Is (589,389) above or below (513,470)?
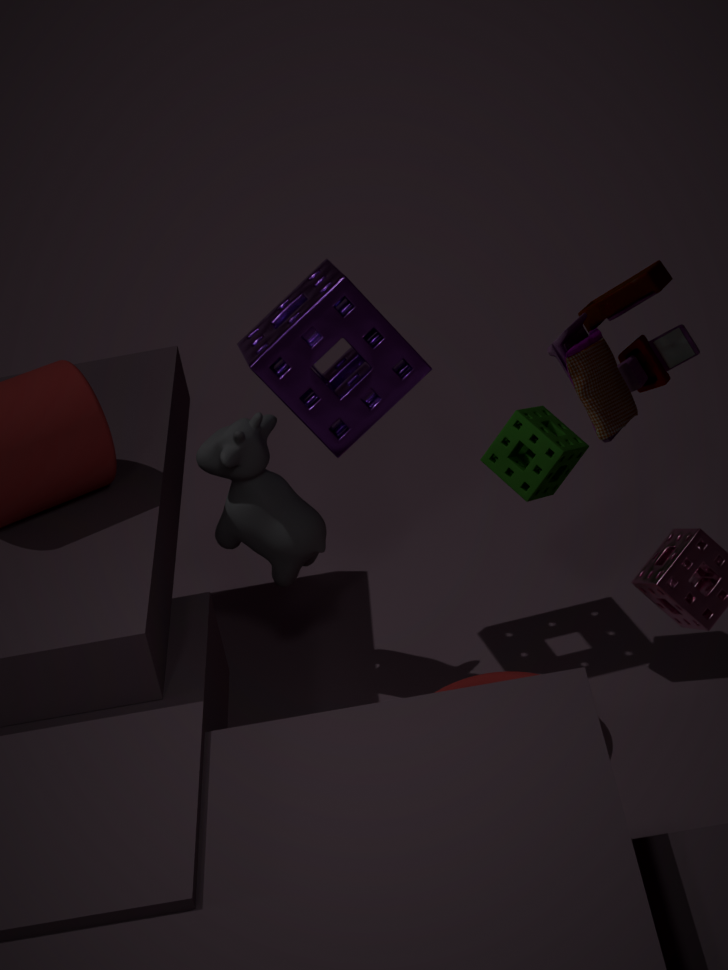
above
